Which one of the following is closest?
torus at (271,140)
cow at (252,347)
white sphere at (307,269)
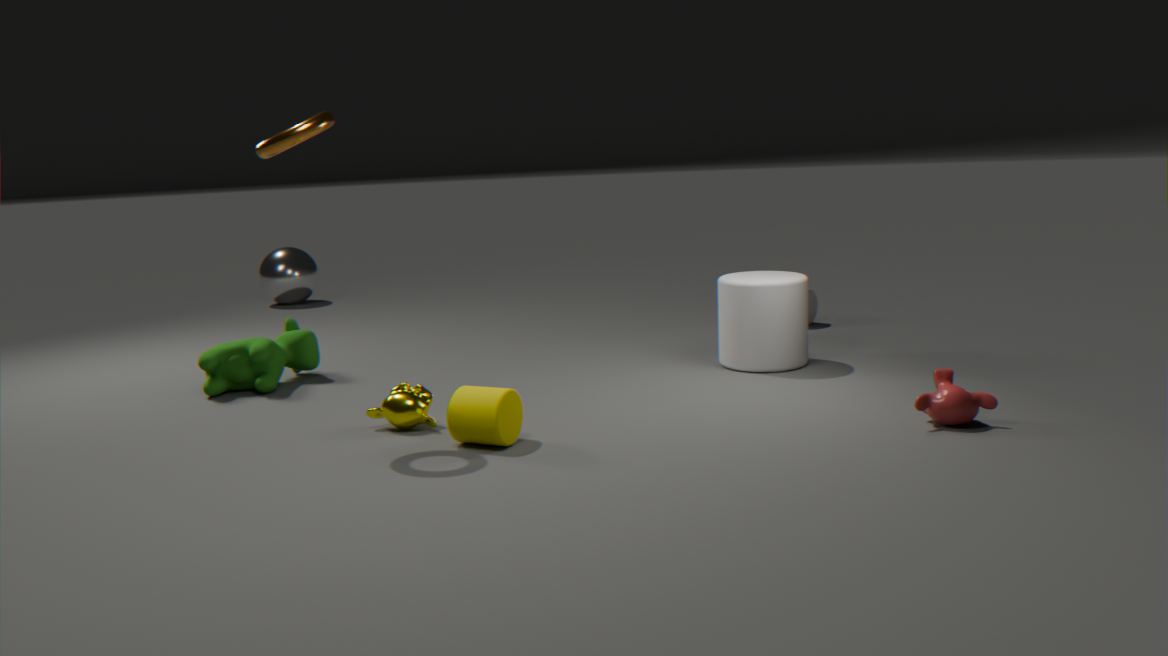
torus at (271,140)
